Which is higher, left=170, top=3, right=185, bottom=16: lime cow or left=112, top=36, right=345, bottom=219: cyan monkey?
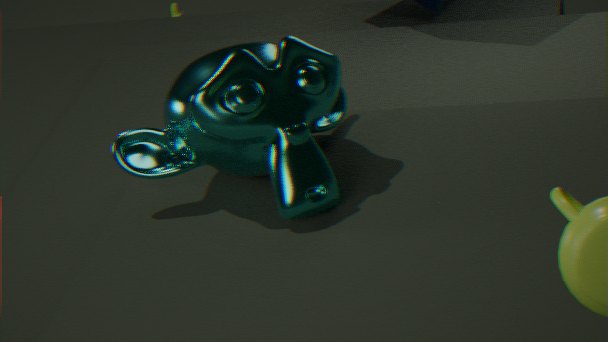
left=112, top=36, right=345, bottom=219: cyan monkey
